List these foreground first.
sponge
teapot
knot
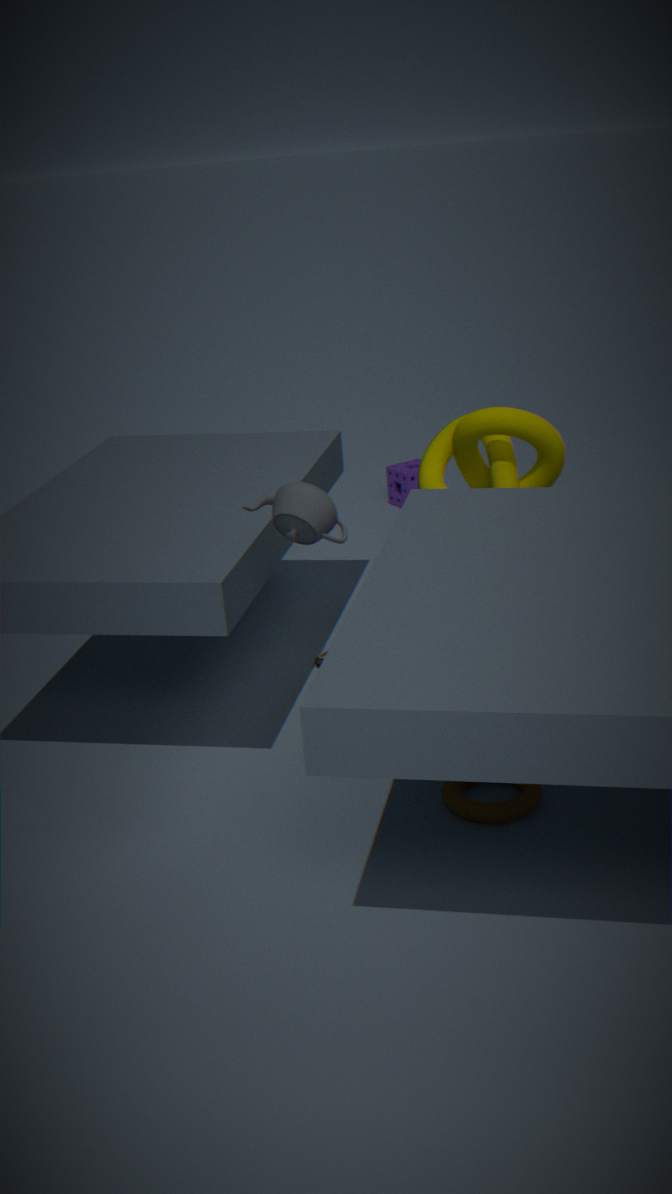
teapot
knot
sponge
